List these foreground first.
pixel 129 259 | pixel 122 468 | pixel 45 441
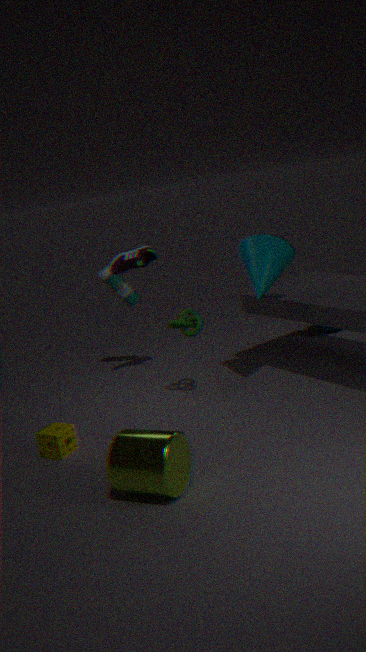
pixel 122 468 → pixel 45 441 → pixel 129 259
